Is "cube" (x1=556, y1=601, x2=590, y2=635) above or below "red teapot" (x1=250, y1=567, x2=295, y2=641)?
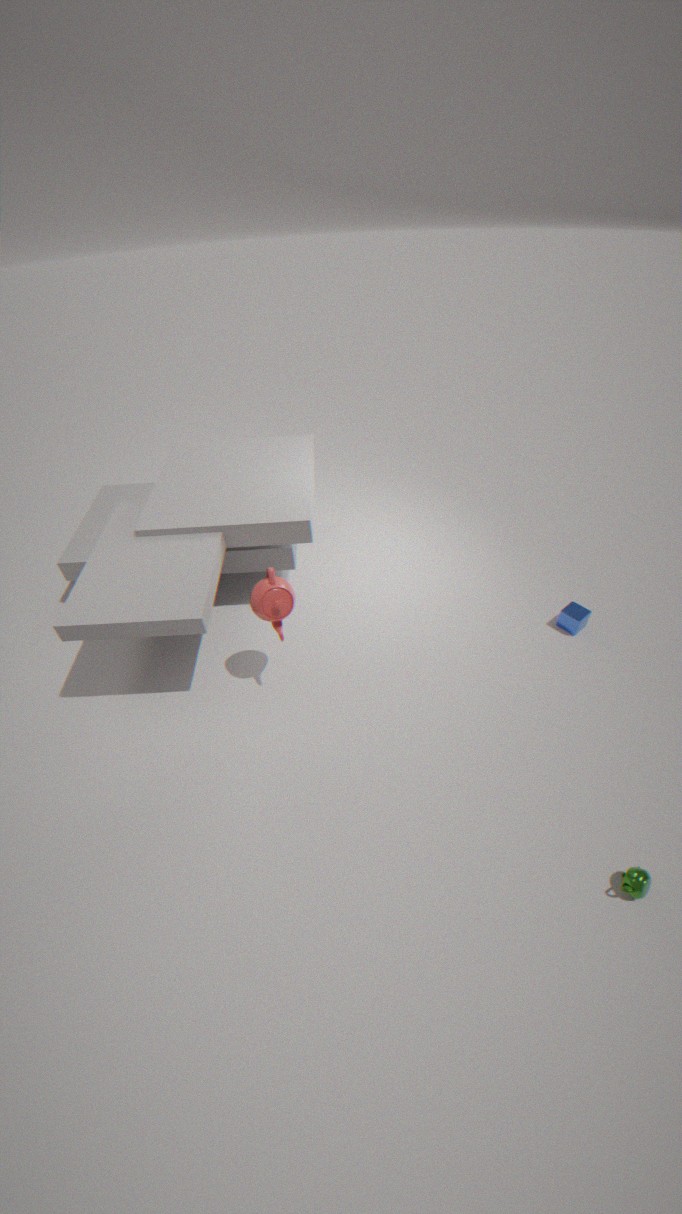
below
